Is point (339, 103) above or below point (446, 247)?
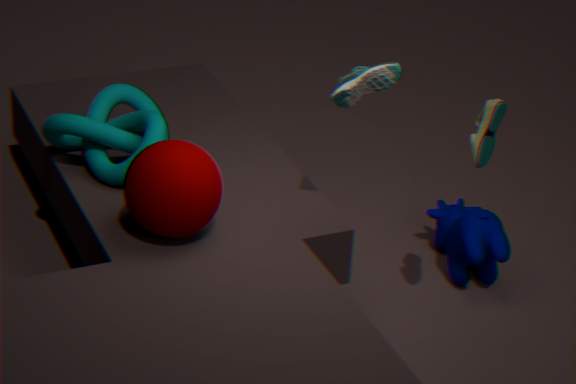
above
